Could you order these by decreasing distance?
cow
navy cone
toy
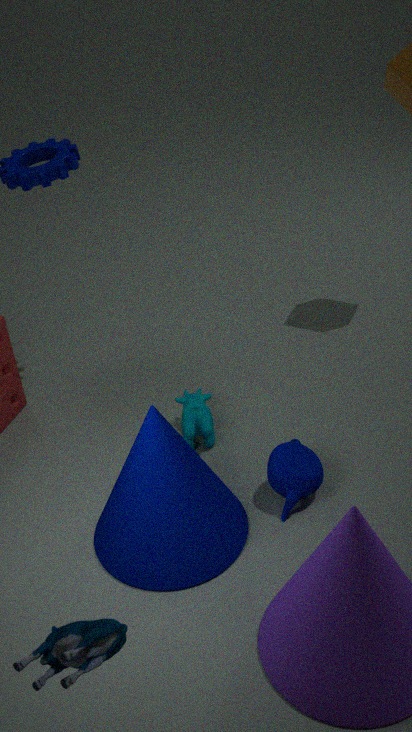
cow → navy cone → toy
